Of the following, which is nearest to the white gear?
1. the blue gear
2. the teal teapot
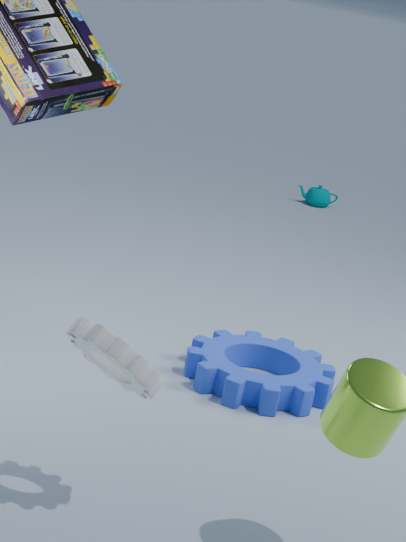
the blue gear
